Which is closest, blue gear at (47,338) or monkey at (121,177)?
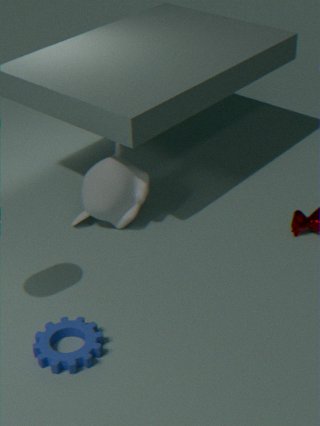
blue gear at (47,338)
